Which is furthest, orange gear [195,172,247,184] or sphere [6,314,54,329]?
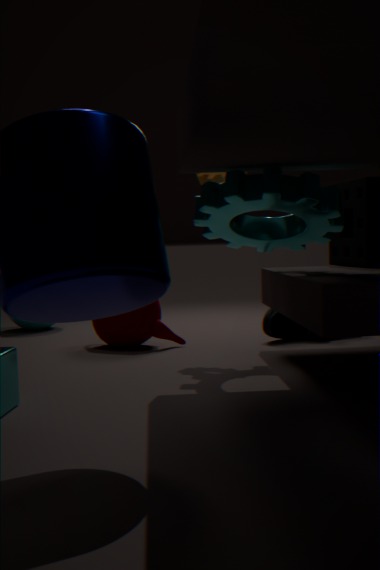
sphere [6,314,54,329]
